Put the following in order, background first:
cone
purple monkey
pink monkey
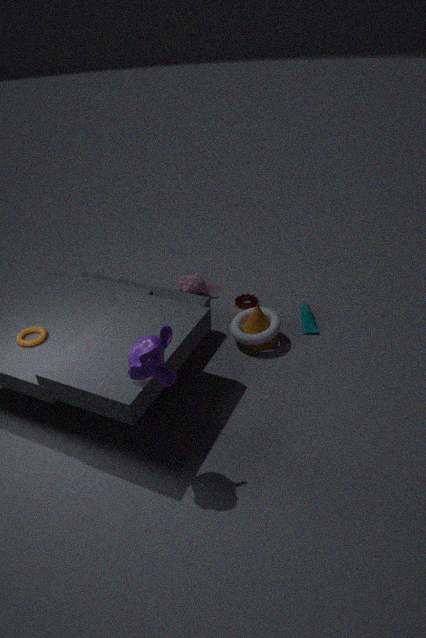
1. pink monkey
2. cone
3. purple monkey
